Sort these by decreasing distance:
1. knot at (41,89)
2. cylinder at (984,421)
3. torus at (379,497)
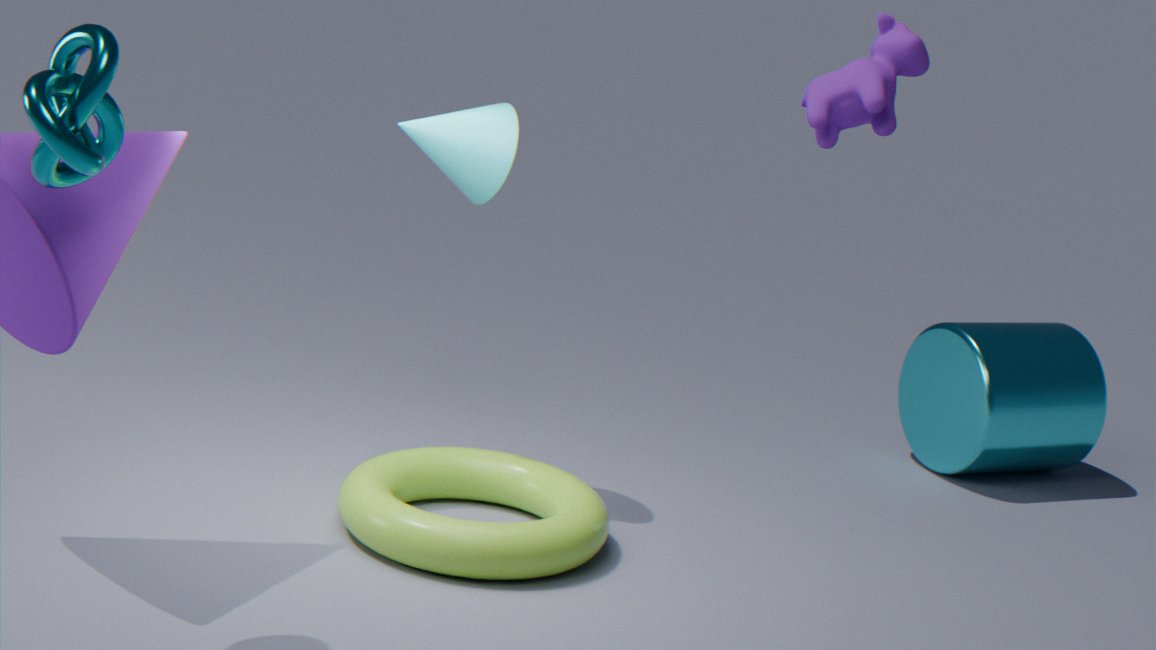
cylinder at (984,421) < torus at (379,497) < knot at (41,89)
